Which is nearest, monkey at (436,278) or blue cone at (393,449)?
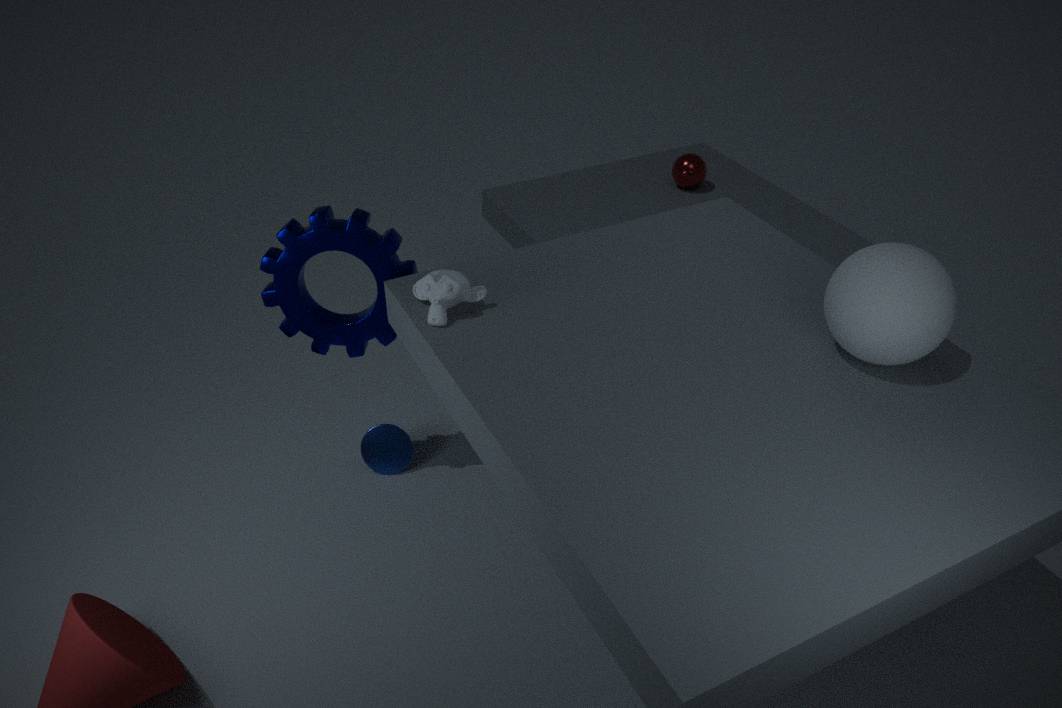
monkey at (436,278)
